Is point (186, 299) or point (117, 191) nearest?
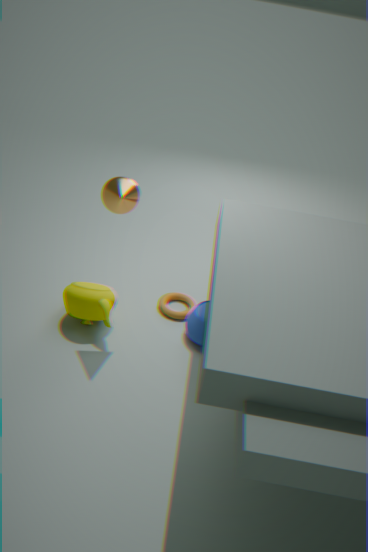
point (117, 191)
